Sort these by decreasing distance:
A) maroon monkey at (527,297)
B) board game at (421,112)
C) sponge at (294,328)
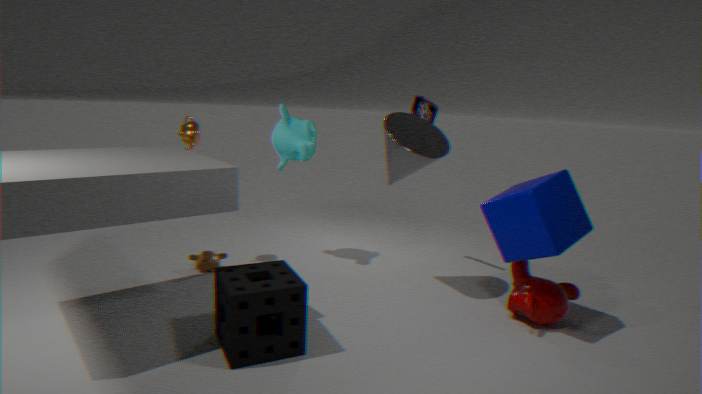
B. board game at (421,112)
A. maroon monkey at (527,297)
C. sponge at (294,328)
